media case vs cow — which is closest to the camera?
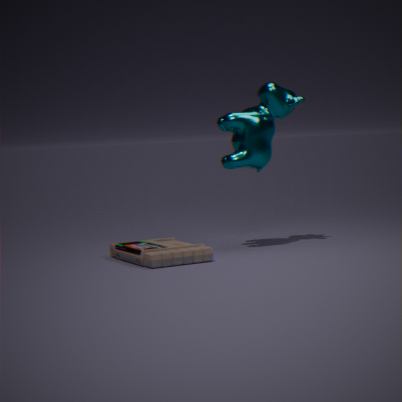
media case
